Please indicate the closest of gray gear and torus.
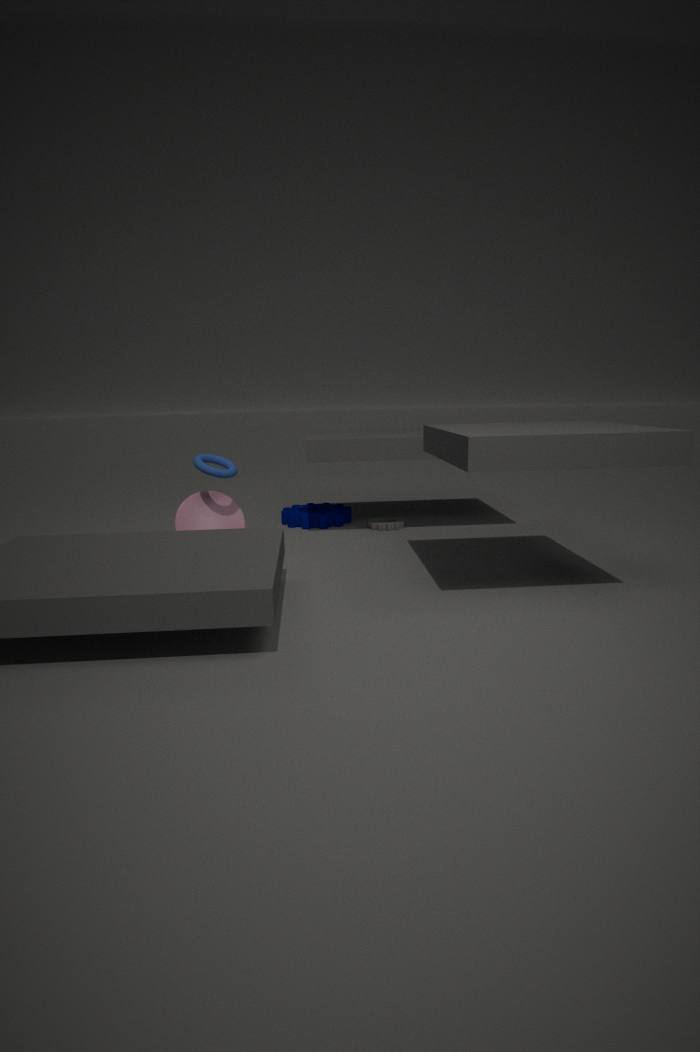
torus
